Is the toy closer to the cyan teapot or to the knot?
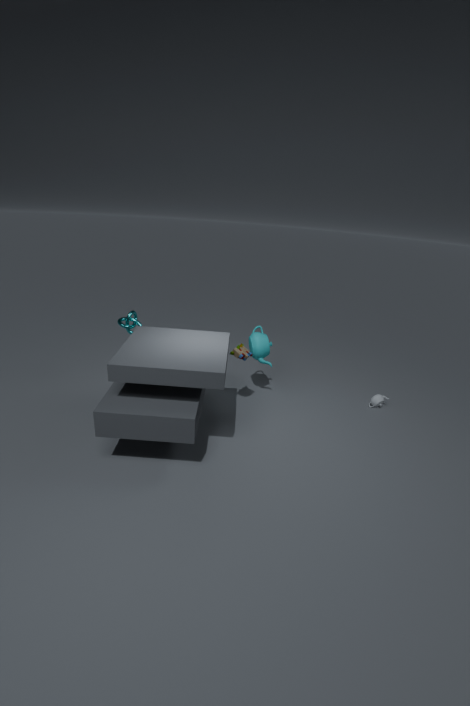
the cyan teapot
